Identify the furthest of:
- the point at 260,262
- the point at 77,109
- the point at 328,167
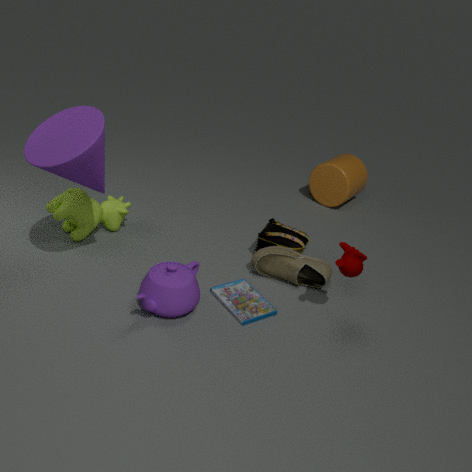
the point at 328,167
